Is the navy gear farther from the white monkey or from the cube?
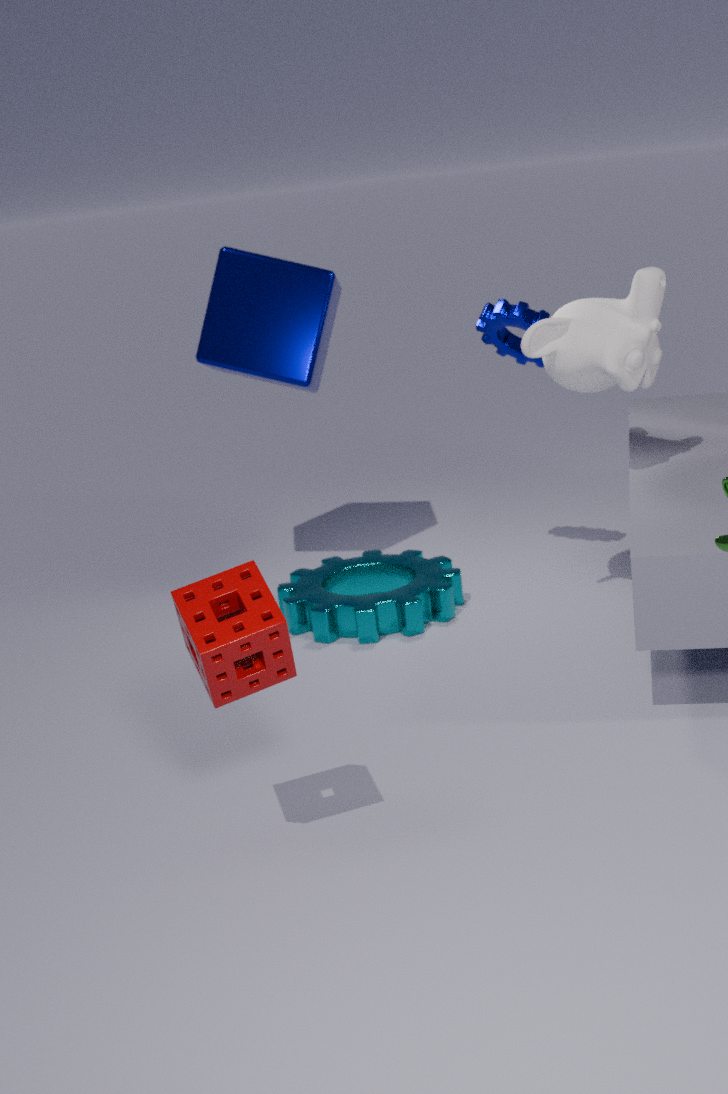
the cube
